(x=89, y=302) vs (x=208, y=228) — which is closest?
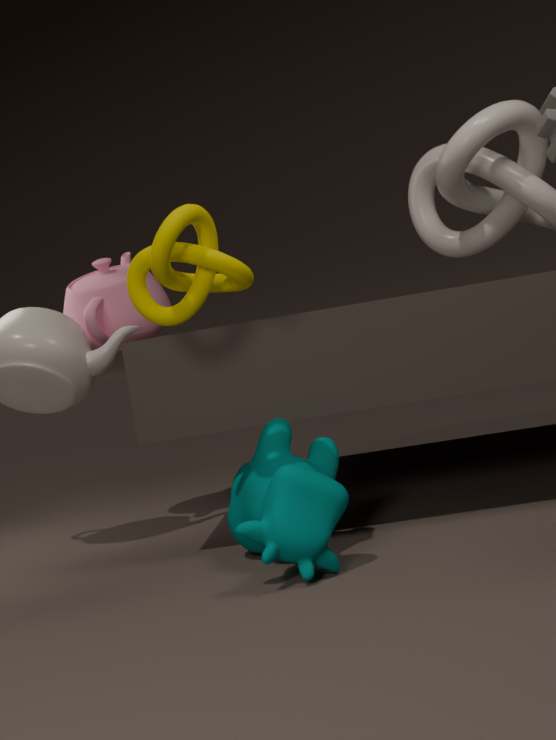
(x=208, y=228)
